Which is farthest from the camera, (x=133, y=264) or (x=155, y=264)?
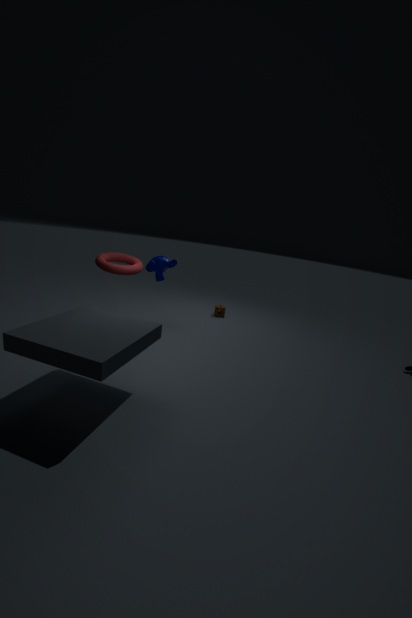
(x=155, y=264)
